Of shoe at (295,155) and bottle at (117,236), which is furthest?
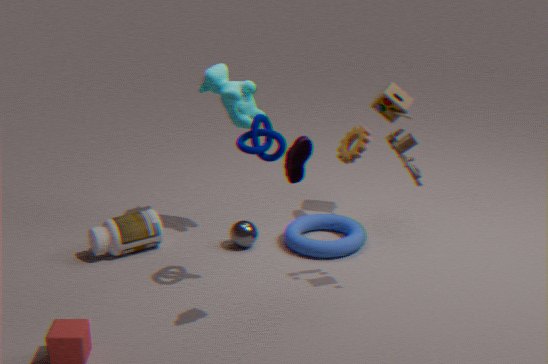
bottle at (117,236)
